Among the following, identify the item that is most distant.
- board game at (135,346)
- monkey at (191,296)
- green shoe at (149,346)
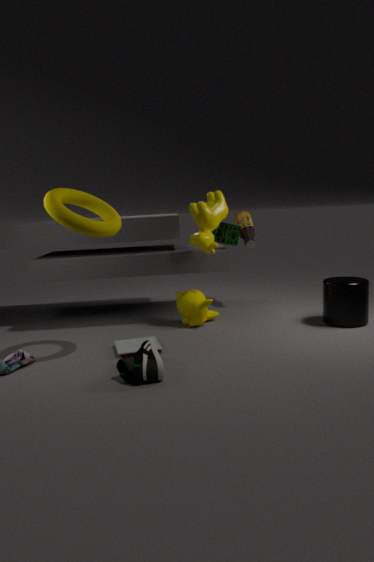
monkey at (191,296)
